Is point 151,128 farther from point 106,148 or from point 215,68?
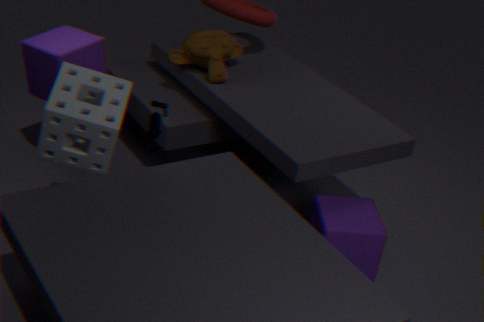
point 215,68
